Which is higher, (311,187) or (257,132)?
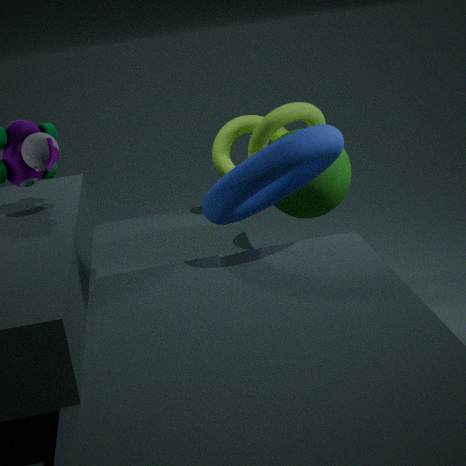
(311,187)
